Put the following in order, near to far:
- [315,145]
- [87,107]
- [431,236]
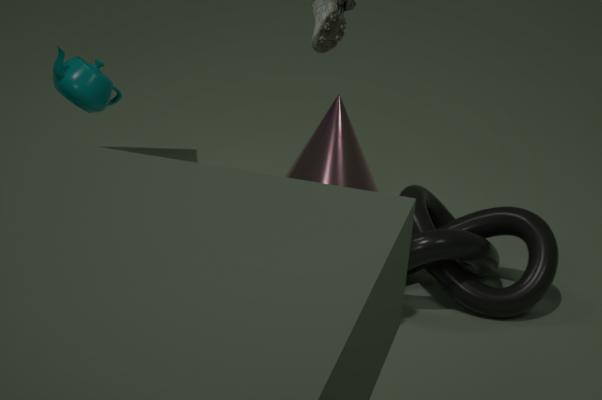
[431,236] < [87,107] < [315,145]
